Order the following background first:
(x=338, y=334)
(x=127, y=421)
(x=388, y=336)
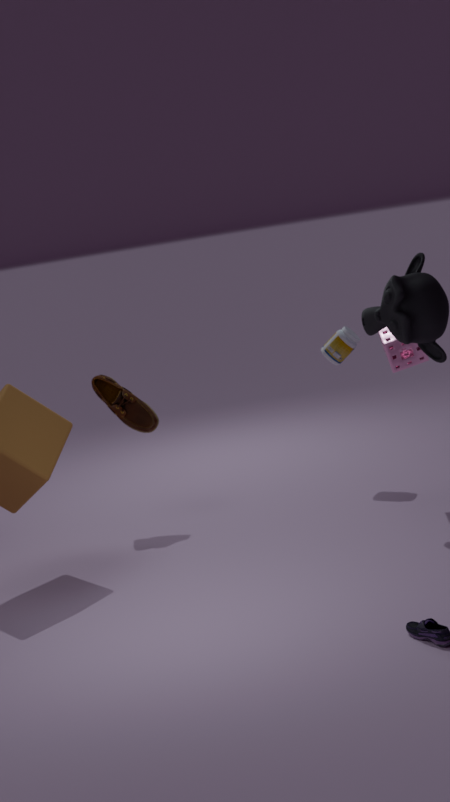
1. (x=338, y=334)
2. (x=127, y=421)
3. (x=388, y=336)
